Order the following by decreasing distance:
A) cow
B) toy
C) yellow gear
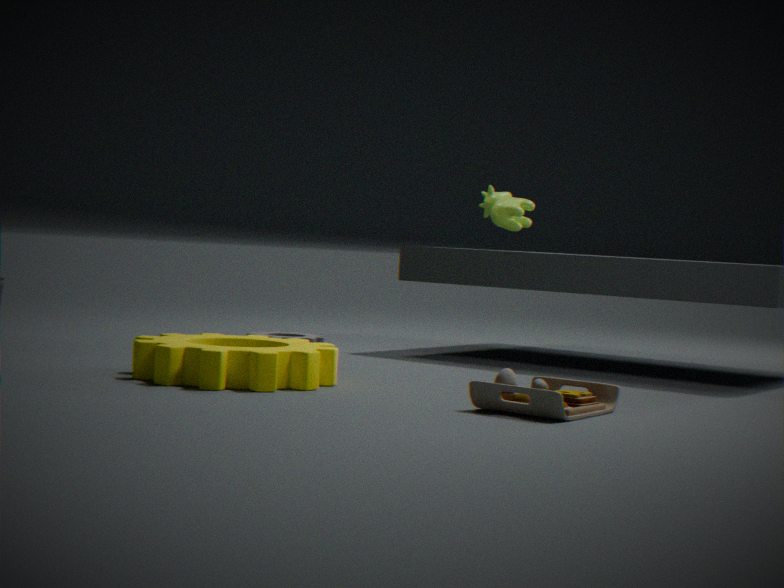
1. cow
2. yellow gear
3. toy
